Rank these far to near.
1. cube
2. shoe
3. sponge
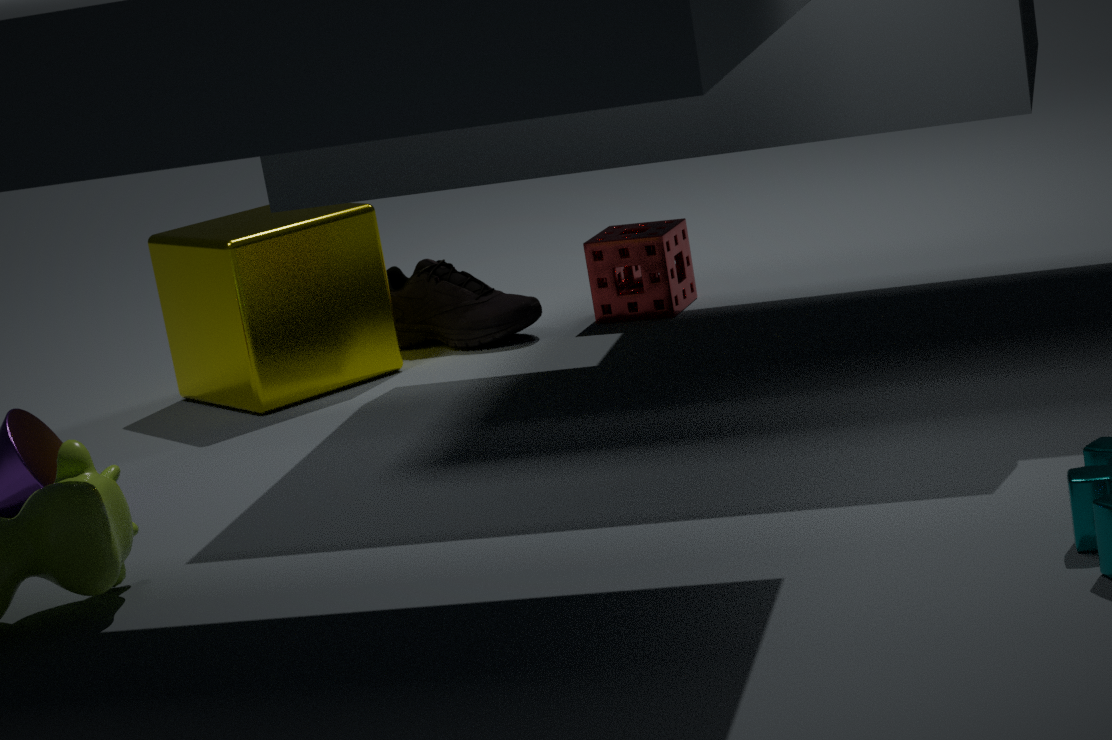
sponge < shoe < cube
